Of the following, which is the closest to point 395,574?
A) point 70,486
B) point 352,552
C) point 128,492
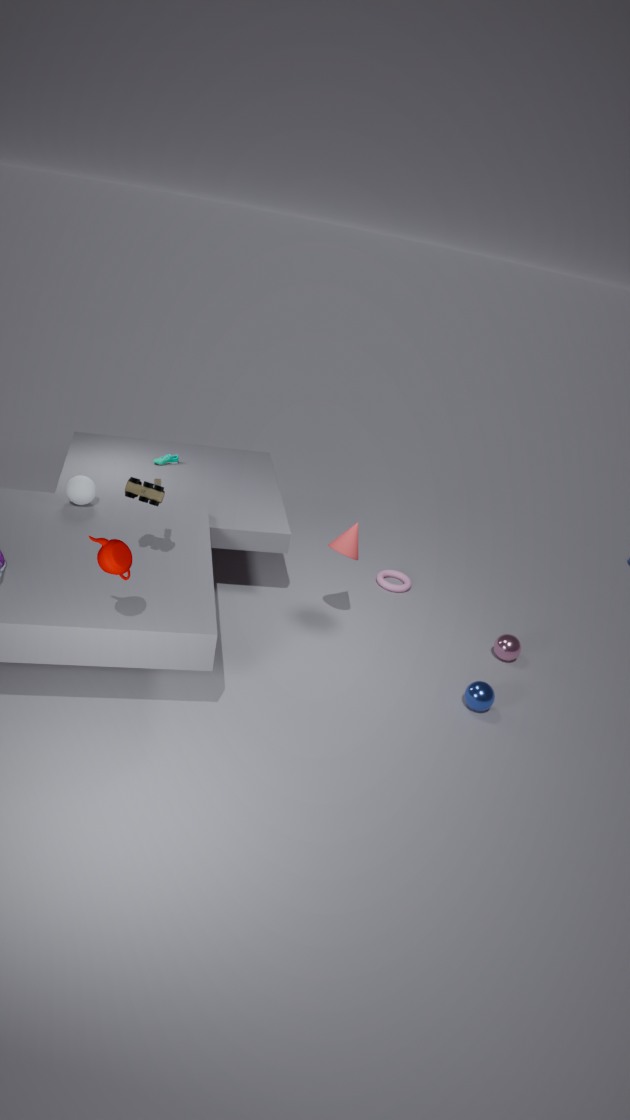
point 352,552
